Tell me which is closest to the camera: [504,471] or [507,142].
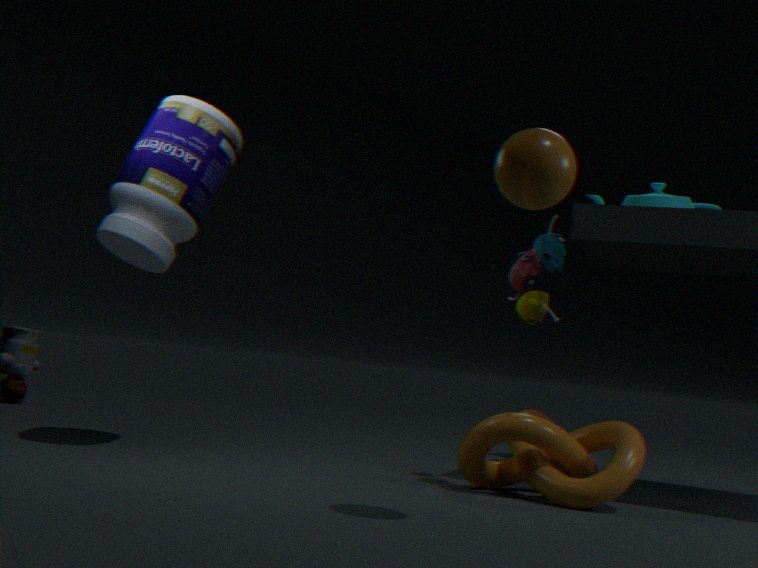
[507,142]
